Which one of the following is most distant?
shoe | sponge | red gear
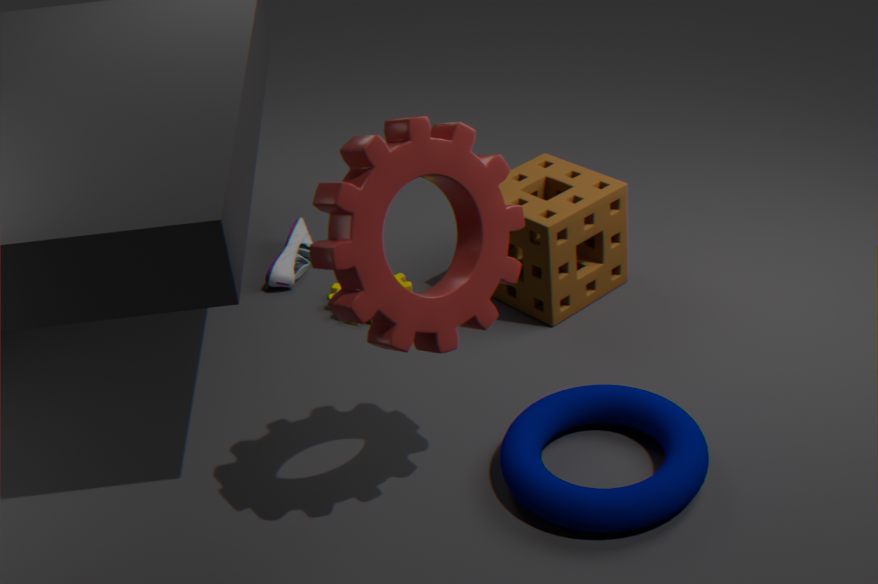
shoe
